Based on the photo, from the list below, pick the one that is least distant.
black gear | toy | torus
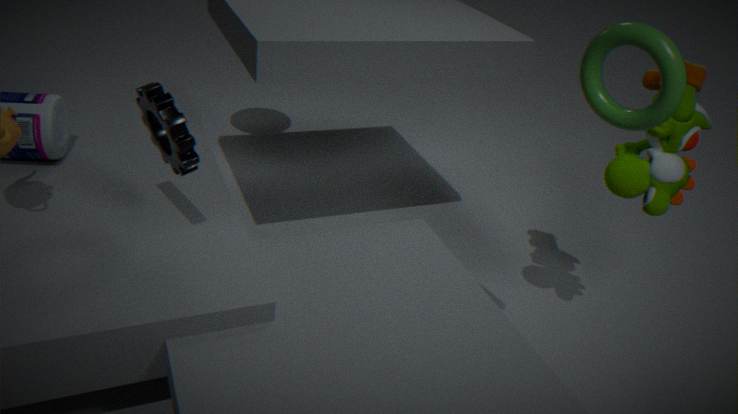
torus
